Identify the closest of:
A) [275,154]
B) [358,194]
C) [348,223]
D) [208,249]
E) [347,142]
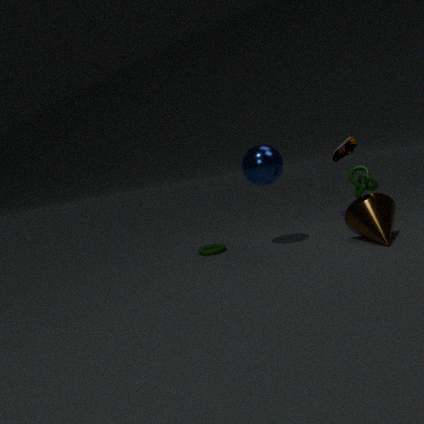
[358,194]
